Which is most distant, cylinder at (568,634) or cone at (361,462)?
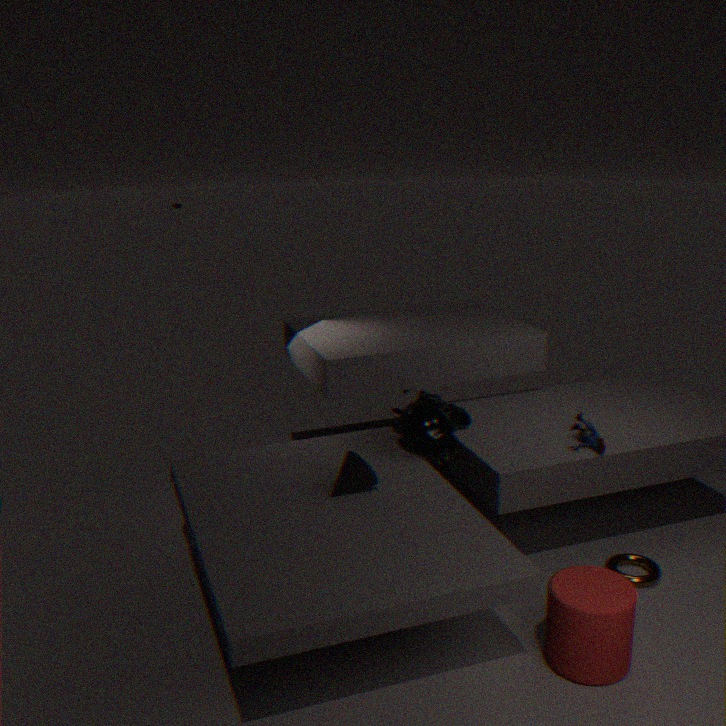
cone at (361,462)
